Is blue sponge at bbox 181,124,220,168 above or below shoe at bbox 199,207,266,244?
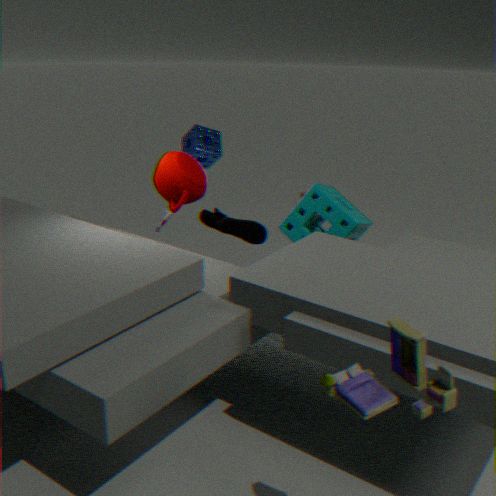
above
